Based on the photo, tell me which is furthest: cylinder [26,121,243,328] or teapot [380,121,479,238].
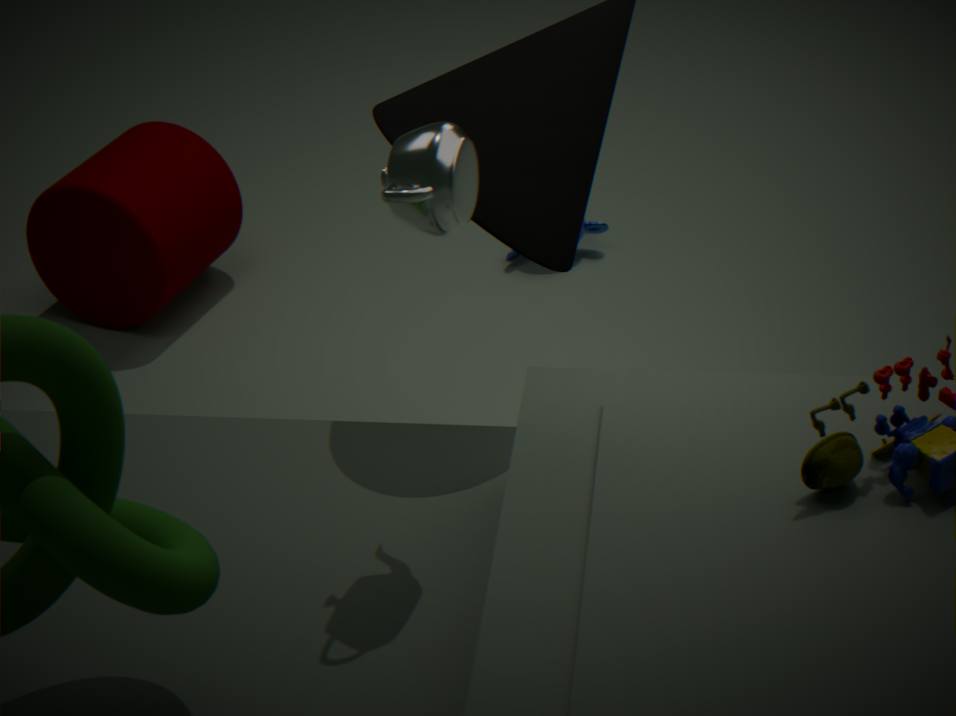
cylinder [26,121,243,328]
